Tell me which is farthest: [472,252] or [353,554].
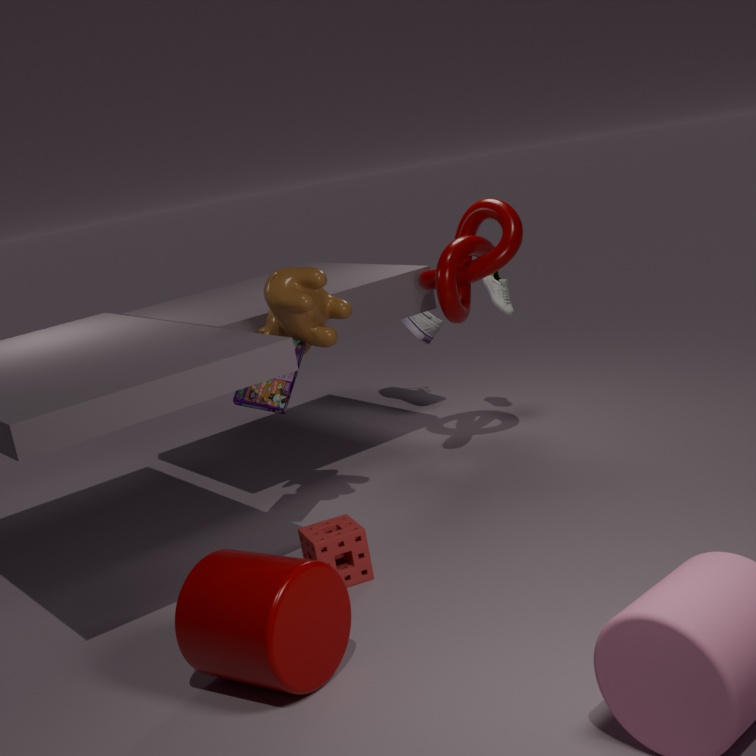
[472,252]
